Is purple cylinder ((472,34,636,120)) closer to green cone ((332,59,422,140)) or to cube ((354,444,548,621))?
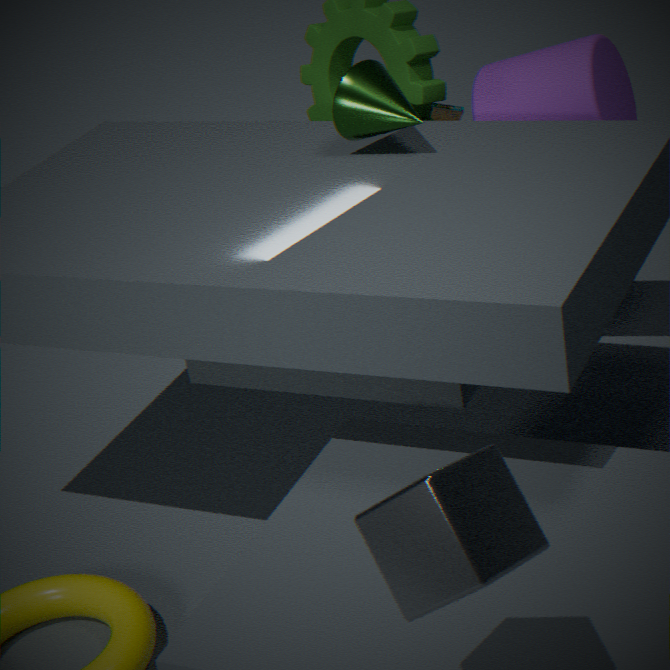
green cone ((332,59,422,140))
